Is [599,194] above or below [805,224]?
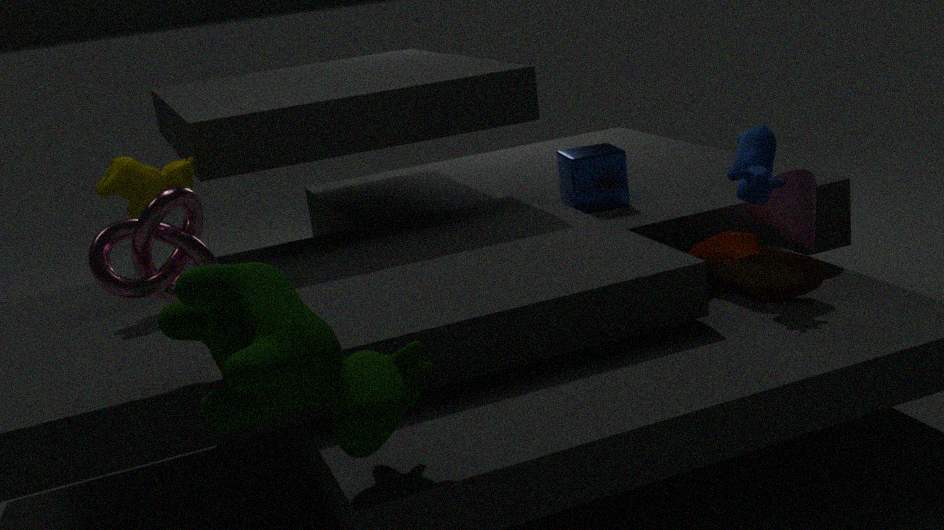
above
